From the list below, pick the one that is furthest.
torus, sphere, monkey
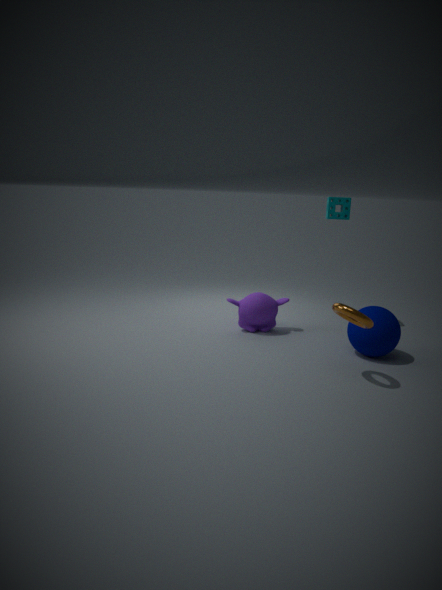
monkey
